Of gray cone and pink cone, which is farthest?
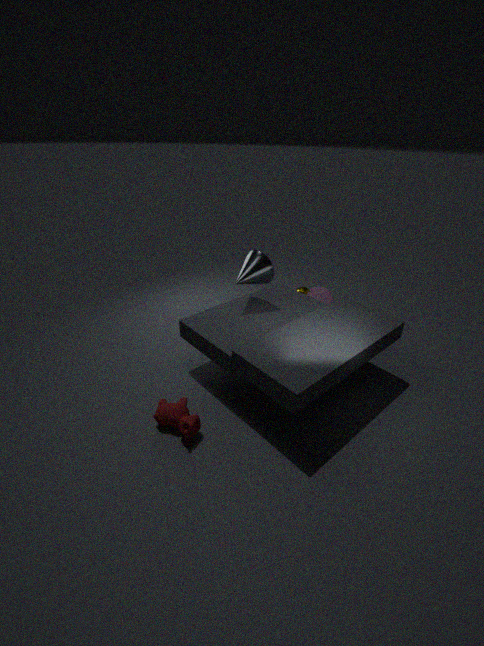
pink cone
